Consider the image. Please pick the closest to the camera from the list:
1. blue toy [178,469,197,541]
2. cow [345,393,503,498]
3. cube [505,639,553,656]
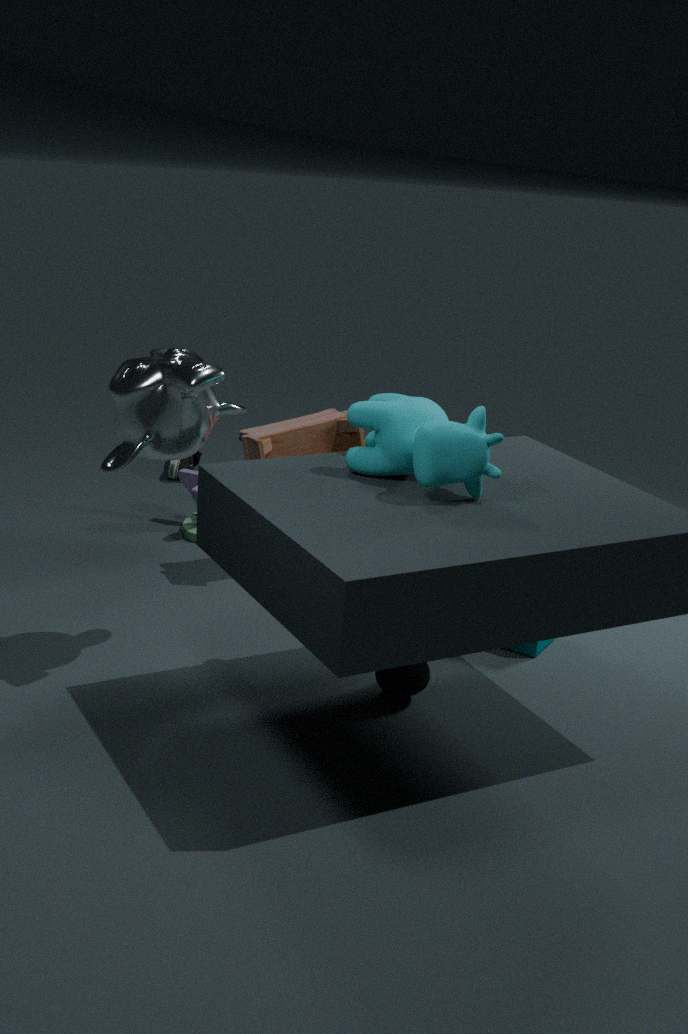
cow [345,393,503,498]
